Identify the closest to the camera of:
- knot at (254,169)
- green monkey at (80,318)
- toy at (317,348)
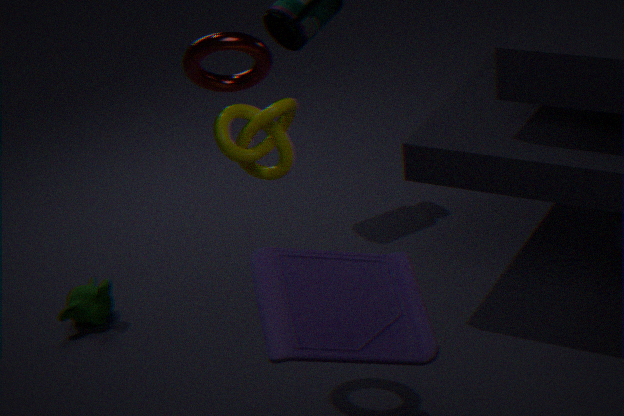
toy at (317,348)
